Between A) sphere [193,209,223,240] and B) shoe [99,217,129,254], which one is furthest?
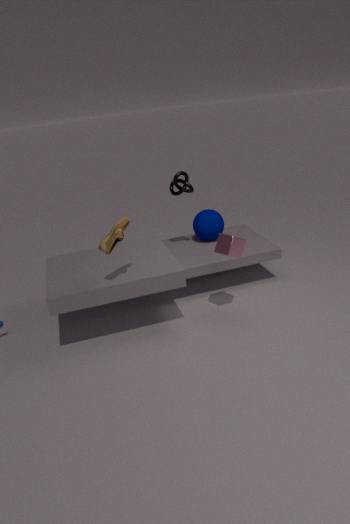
A. sphere [193,209,223,240]
